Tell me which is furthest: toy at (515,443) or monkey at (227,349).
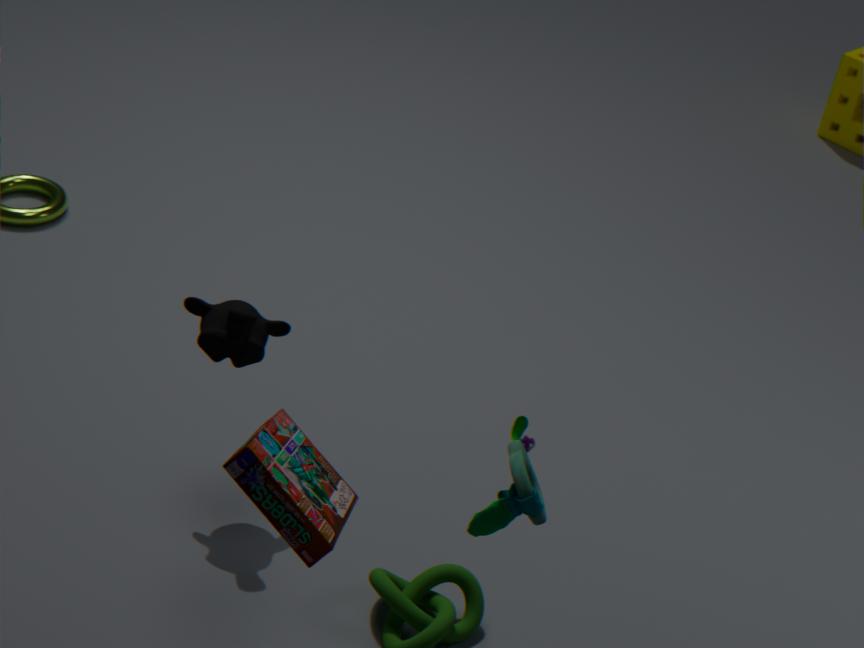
monkey at (227,349)
